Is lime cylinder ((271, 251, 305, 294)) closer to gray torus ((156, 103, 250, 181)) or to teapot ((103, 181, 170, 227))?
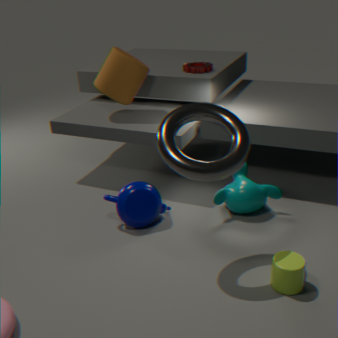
gray torus ((156, 103, 250, 181))
